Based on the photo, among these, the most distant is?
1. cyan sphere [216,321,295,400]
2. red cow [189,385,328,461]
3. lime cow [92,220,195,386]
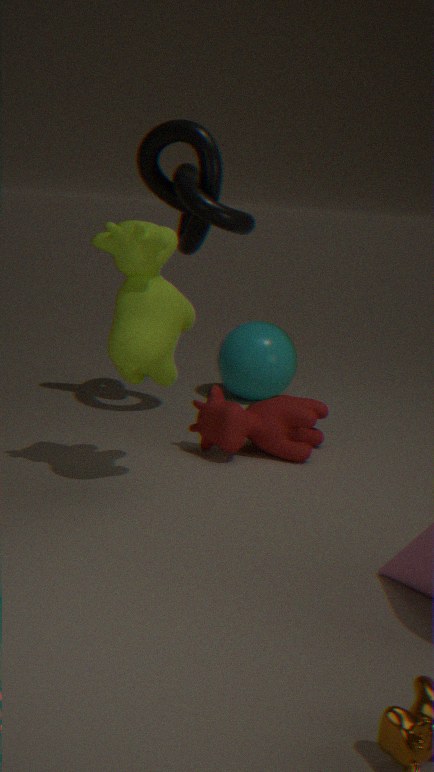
cyan sphere [216,321,295,400]
